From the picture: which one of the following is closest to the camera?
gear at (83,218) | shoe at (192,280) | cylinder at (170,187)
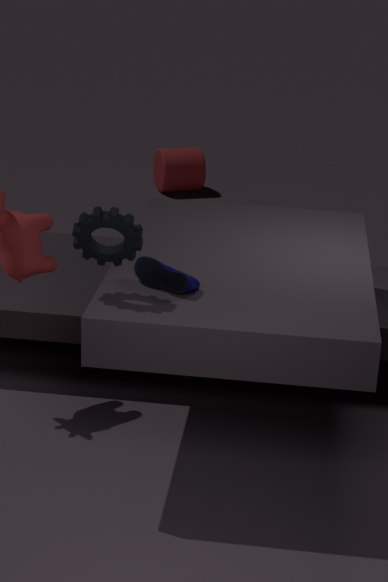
gear at (83,218)
